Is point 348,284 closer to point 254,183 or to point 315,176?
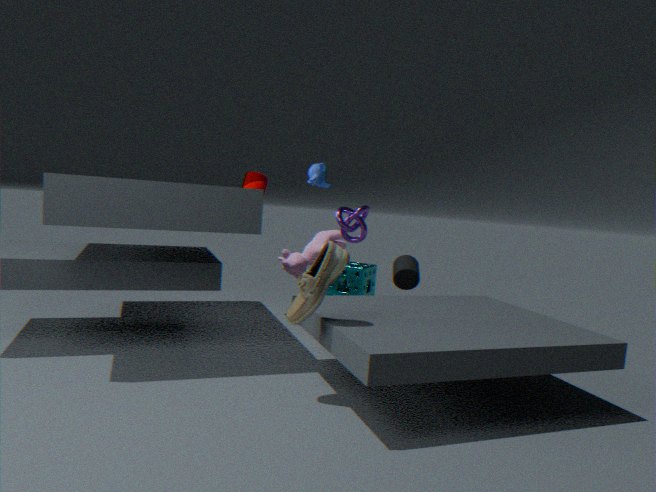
point 254,183
